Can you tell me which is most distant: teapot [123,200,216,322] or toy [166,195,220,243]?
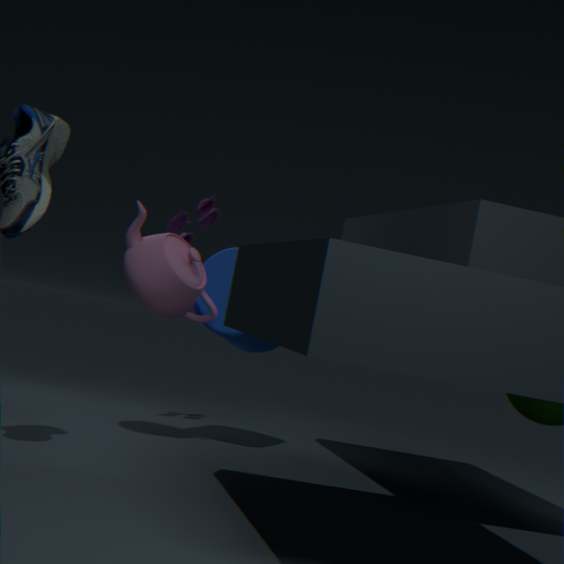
toy [166,195,220,243]
